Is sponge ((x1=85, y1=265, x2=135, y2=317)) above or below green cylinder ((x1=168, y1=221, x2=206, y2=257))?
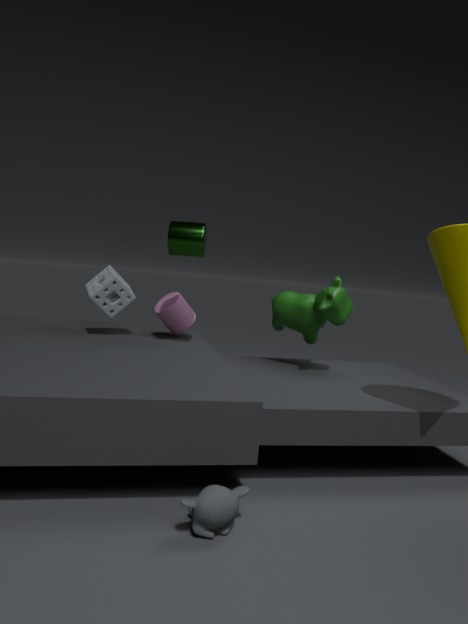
below
